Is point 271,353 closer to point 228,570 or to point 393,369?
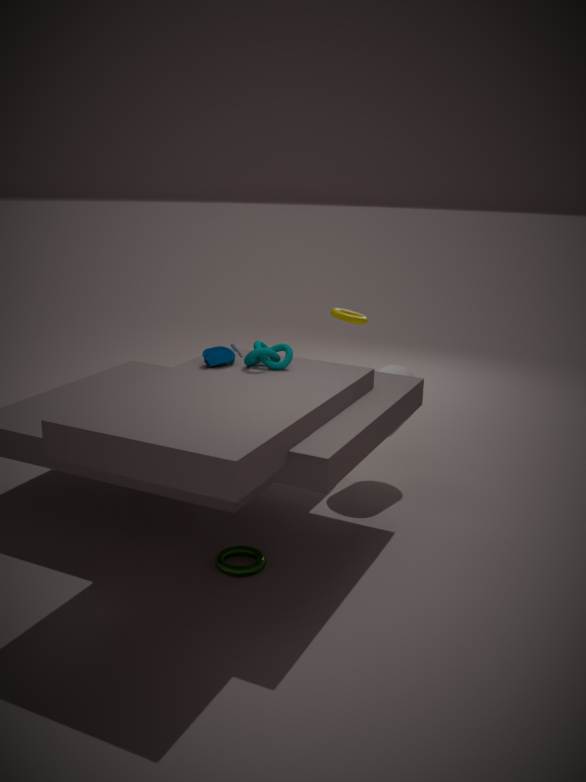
point 393,369
